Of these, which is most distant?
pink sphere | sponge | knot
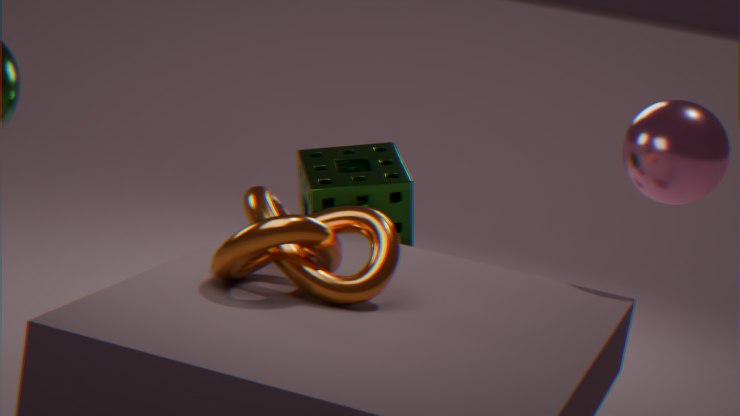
sponge
